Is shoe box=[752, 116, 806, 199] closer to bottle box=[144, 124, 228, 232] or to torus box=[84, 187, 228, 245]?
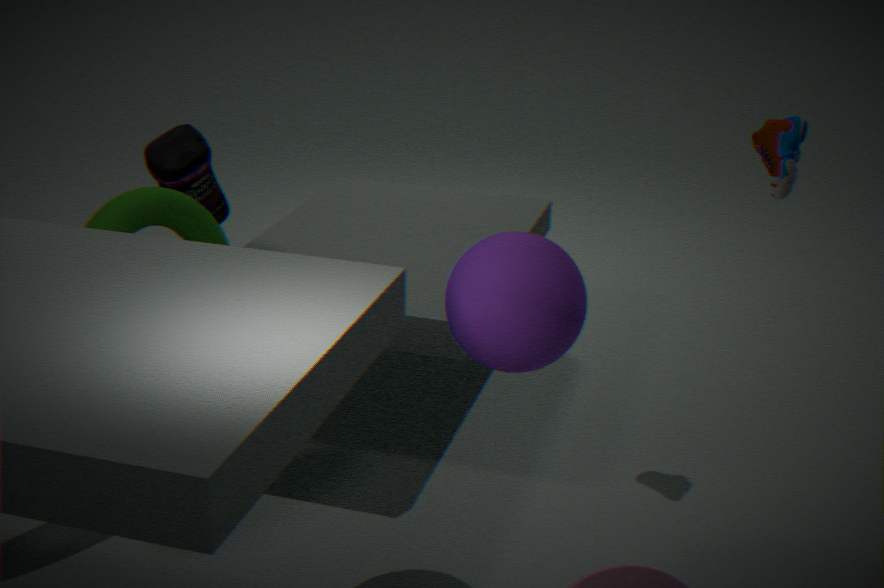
torus box=[84, 187, 228, 245]
